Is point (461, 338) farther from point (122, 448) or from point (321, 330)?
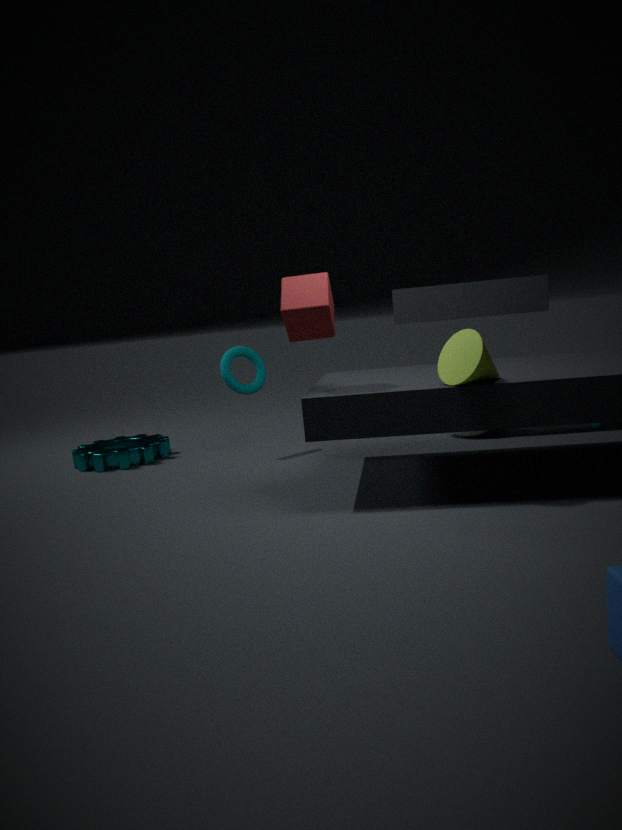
point (122, 448)
